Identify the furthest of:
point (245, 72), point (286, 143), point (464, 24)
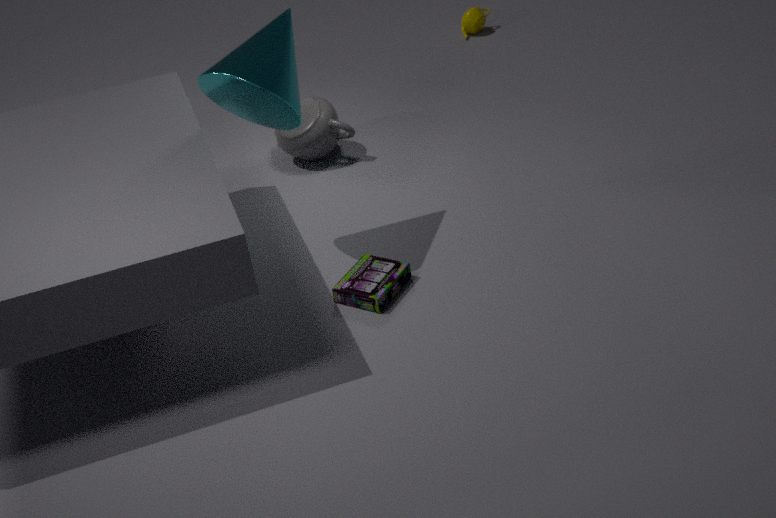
point (464, 24)
